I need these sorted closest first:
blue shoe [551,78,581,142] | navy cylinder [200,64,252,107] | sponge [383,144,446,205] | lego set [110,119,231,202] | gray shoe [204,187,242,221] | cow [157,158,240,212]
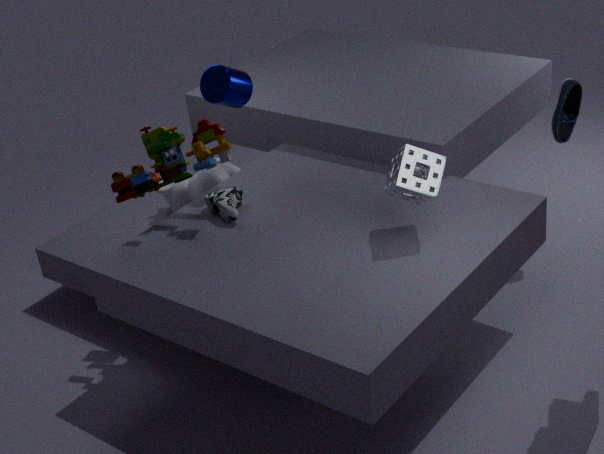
sponge [383,144,446,205] → lego set [110,119,231,202] → gray shoe [204,187,242,221] → navy cylinder [200,64,252,107] → blue shoe [551,78,581,142] → cow [157,158,240,212]
